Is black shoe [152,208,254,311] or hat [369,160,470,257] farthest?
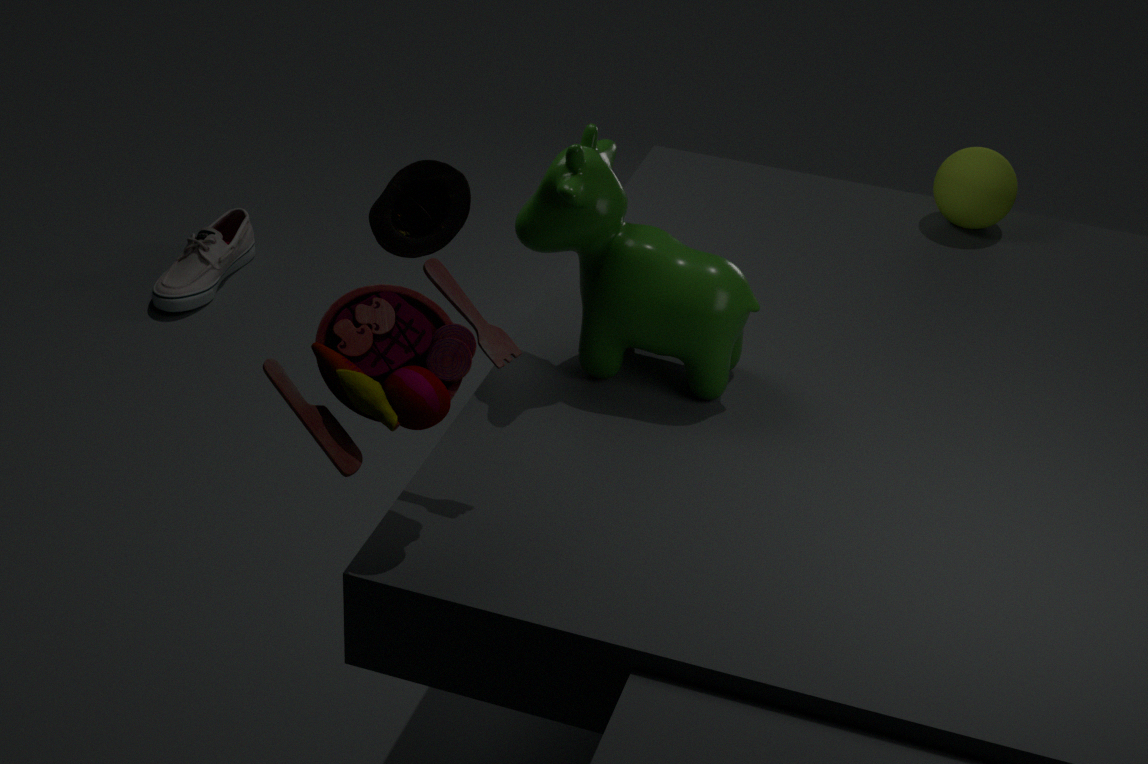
black shoe [152,208,254,311]
